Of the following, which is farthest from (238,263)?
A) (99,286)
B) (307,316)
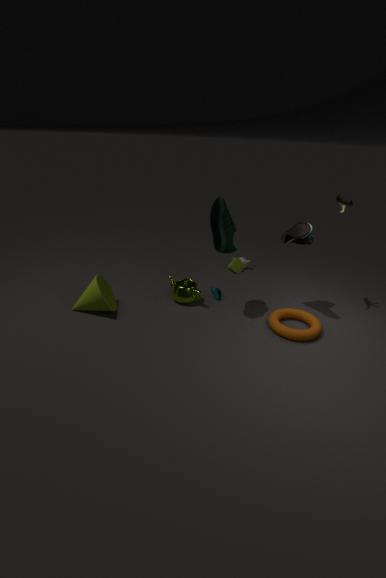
(99,286)
